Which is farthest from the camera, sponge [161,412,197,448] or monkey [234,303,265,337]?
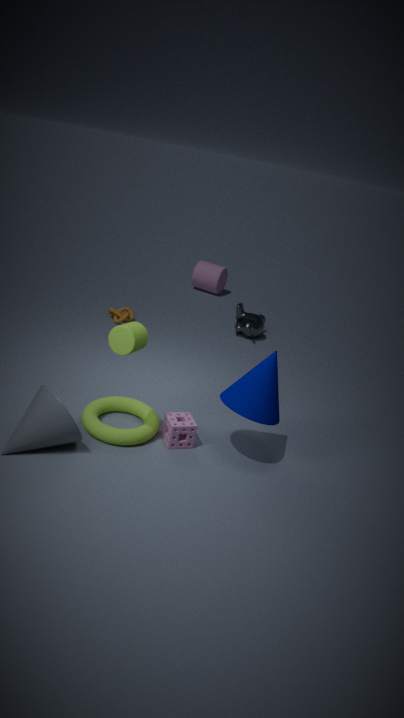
monkey [234,303,265,337]
